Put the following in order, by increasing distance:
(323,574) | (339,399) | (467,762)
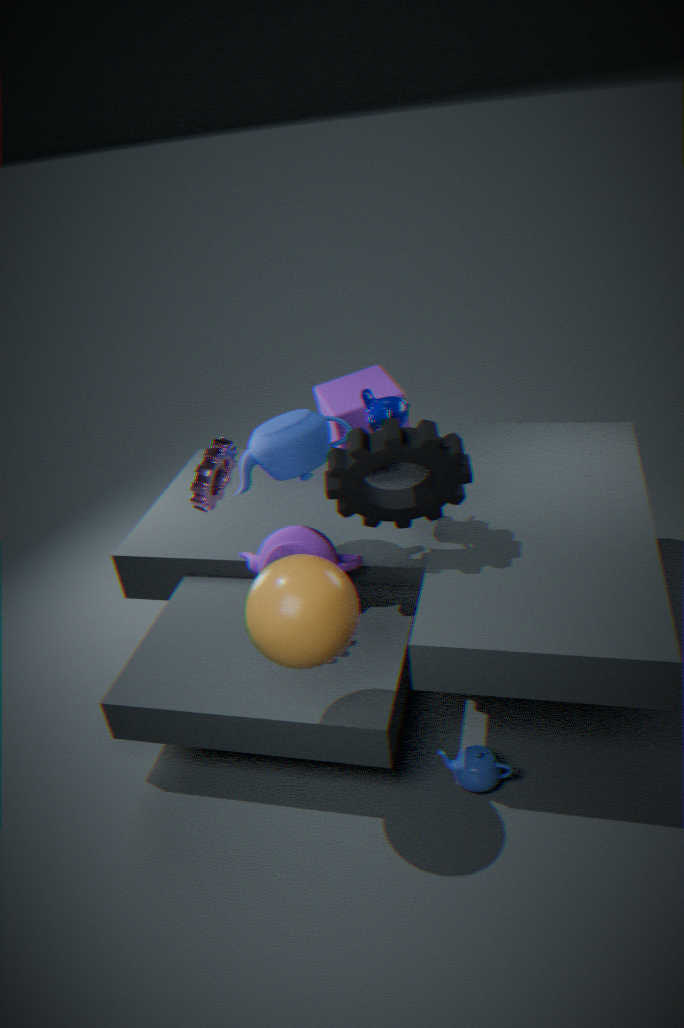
(323,574) → (467,762) → (339,399)
